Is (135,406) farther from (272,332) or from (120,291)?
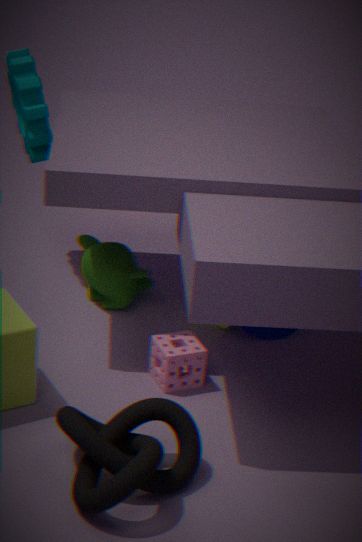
(272,332)
